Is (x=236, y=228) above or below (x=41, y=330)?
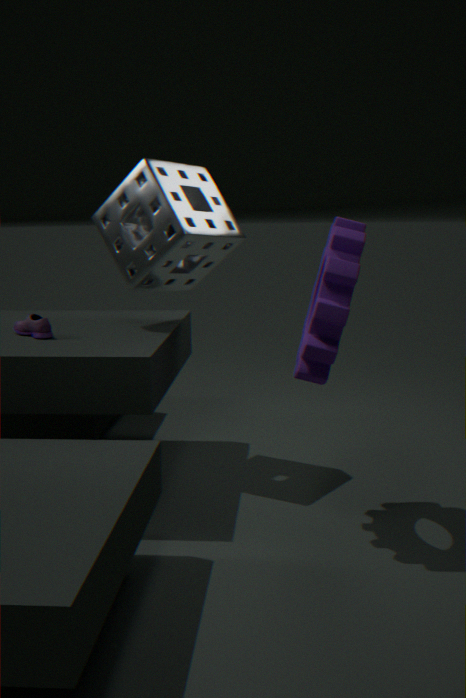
above
